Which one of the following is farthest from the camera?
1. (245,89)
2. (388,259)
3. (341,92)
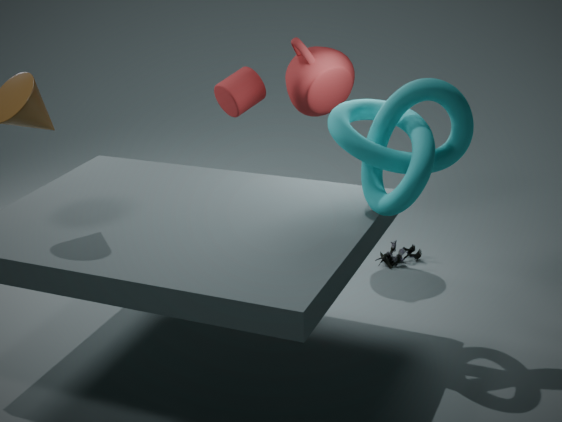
(388,259)
